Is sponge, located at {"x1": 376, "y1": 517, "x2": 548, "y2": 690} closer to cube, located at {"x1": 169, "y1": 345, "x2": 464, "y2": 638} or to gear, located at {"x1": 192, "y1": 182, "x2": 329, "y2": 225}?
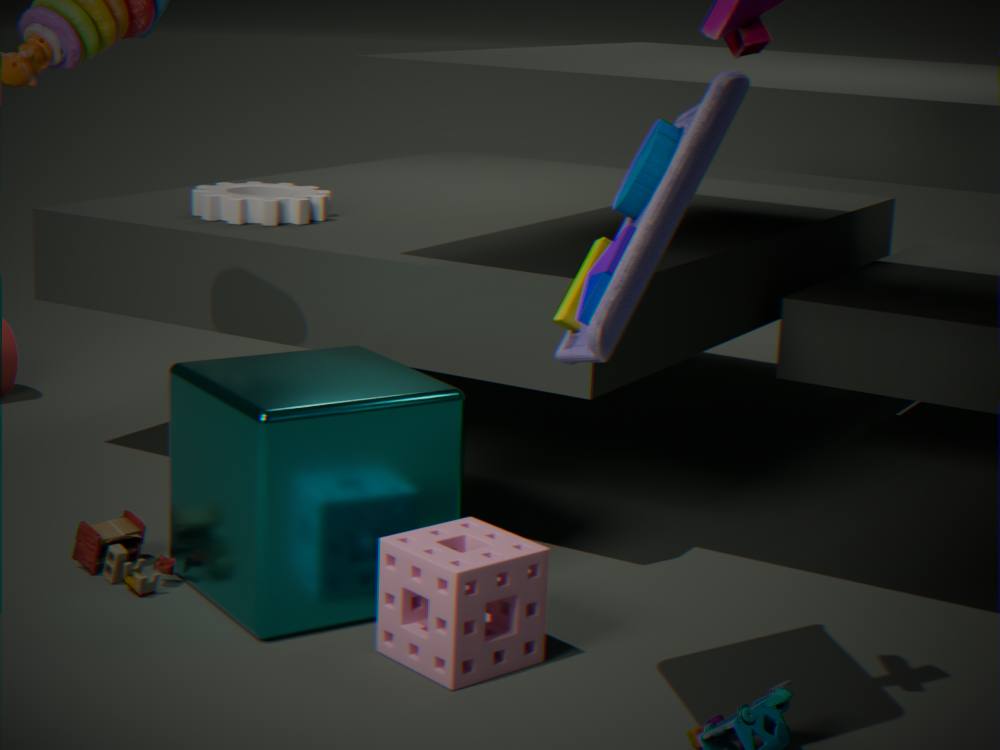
cube, located at {"x1": 169, "y1": 345, "x2": 464, "y2": 638}
